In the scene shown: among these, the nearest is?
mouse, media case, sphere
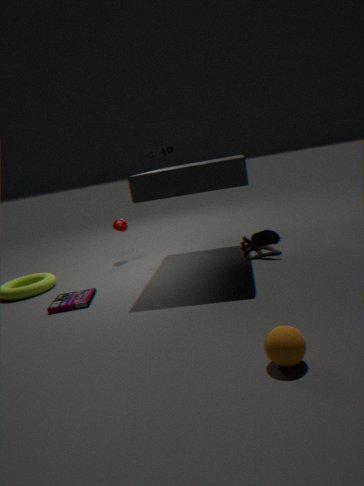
sphere
